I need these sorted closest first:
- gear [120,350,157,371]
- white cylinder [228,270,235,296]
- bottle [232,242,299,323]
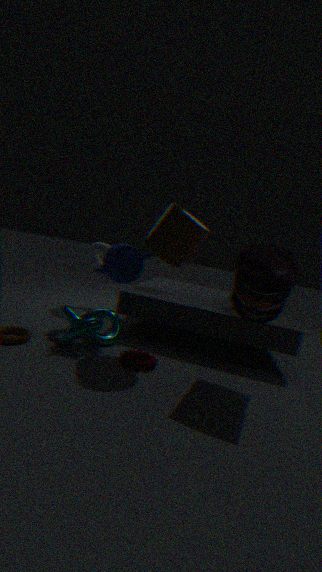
bottle [232,242,299,323], gear [120,350,157,371], white cylinder [228,270,235,296]
